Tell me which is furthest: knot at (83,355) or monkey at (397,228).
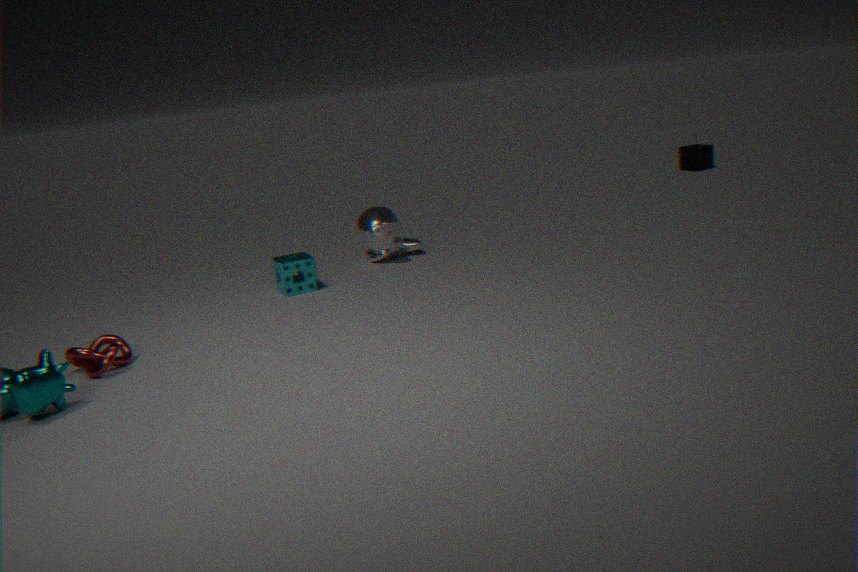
monkey at (397,228)
